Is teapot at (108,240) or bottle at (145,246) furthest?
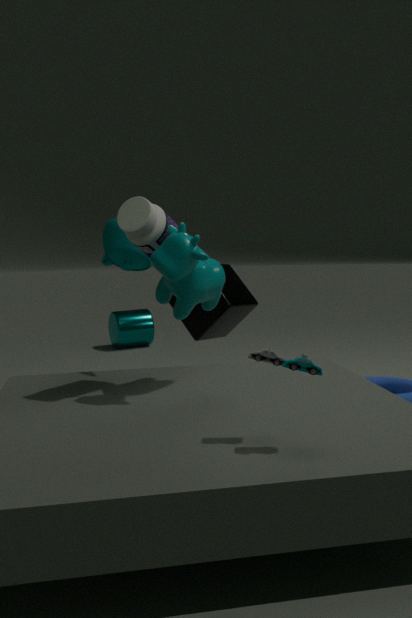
teapot at (108,240)
